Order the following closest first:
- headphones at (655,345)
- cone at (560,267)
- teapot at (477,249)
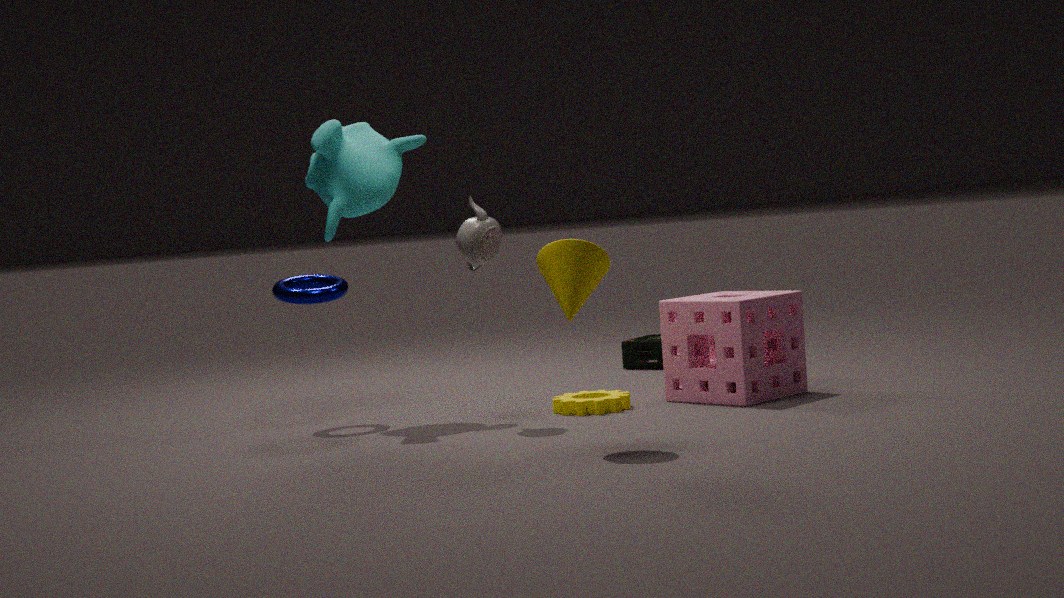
cone at (560,267), teapot at (477,249), headphones at (655,345)
